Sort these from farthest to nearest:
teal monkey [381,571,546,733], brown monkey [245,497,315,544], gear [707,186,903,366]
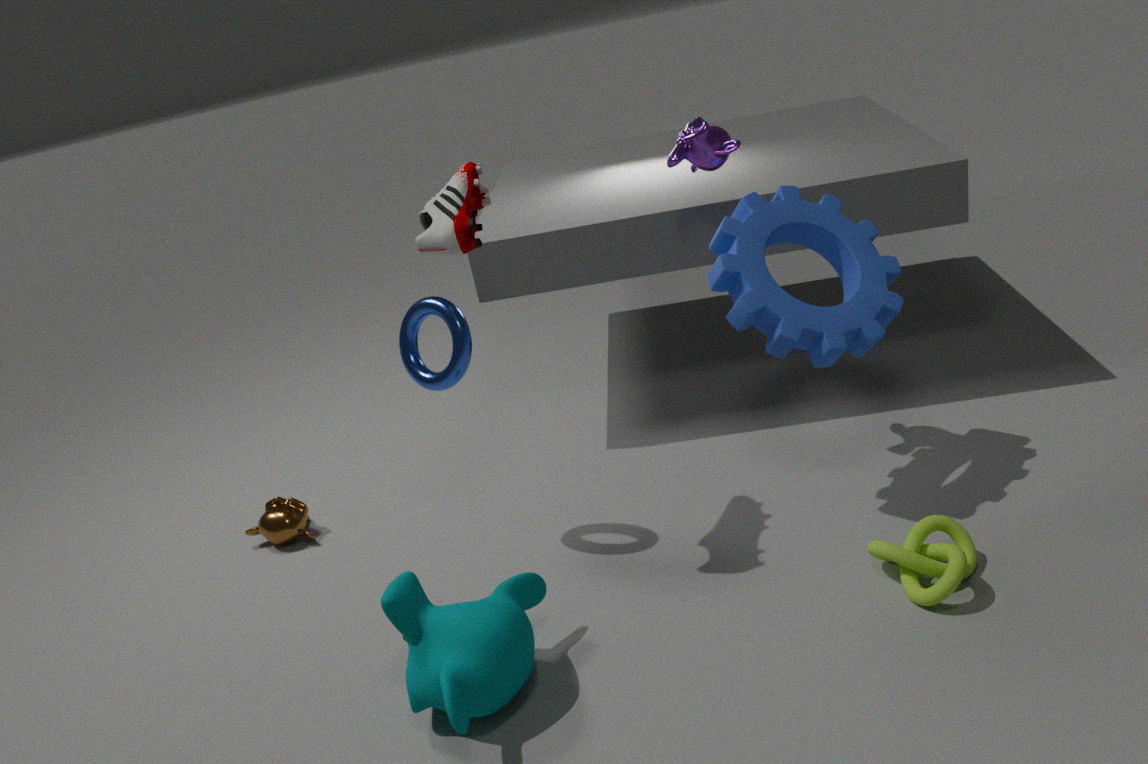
brown monkey [245,497,315,544] < gear [707,186,903,366] < teal monkey [381,571,546,733]
